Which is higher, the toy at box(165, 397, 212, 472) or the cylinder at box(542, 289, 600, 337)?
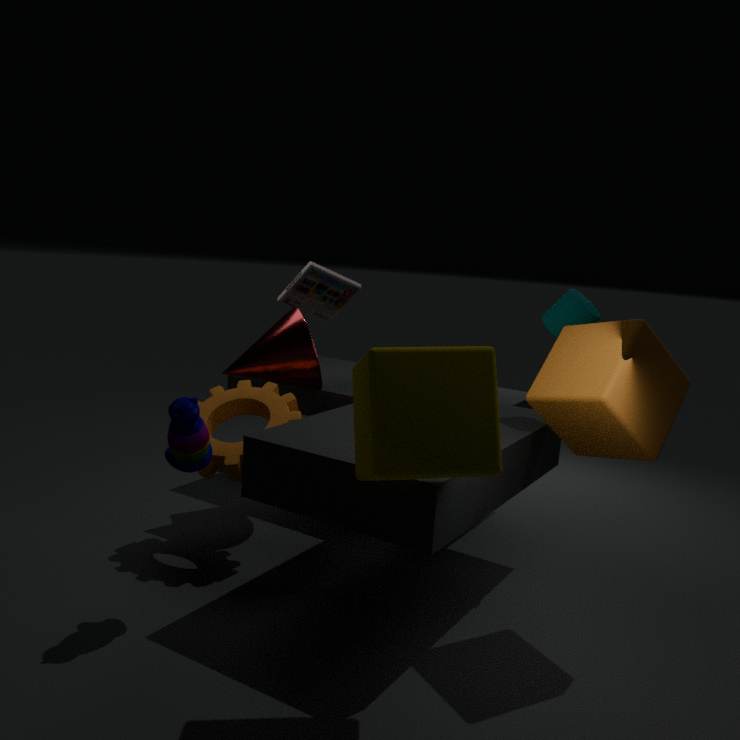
the cylinder at box(542, 289, 600, 337)
